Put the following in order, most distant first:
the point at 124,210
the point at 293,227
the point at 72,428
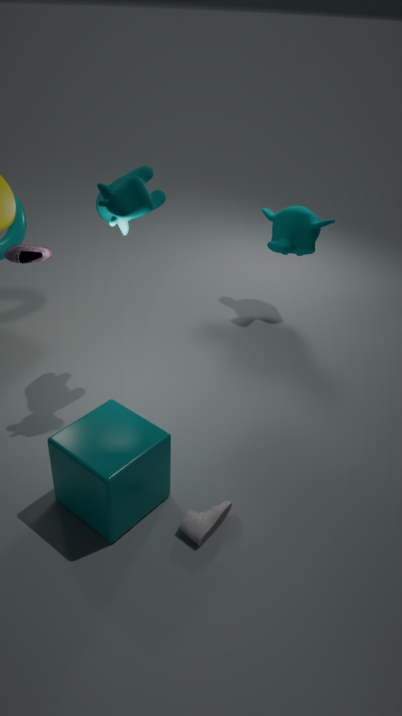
the point at 293,227 < the point at 124,210 < the point at 72,428
